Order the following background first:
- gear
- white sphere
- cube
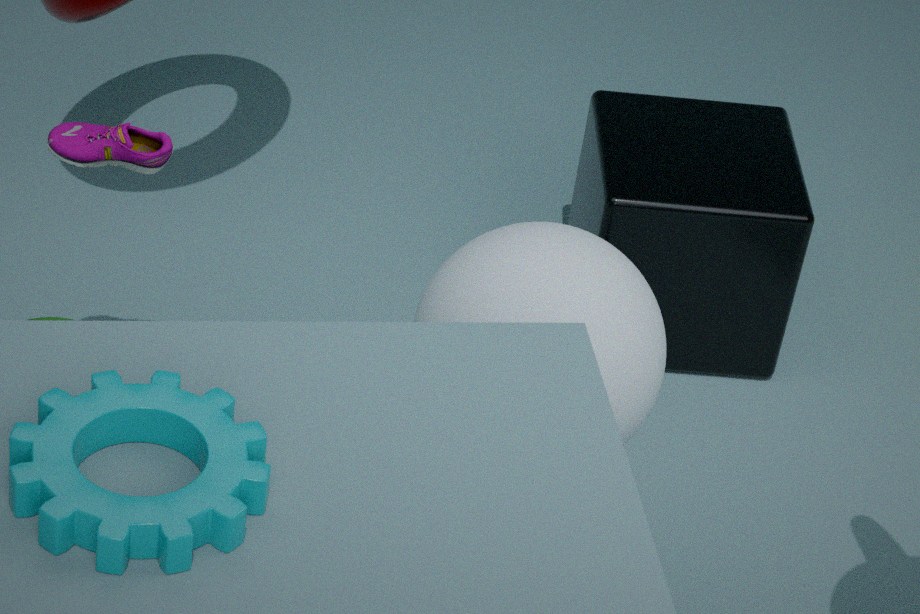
cube → white sphere → gear
